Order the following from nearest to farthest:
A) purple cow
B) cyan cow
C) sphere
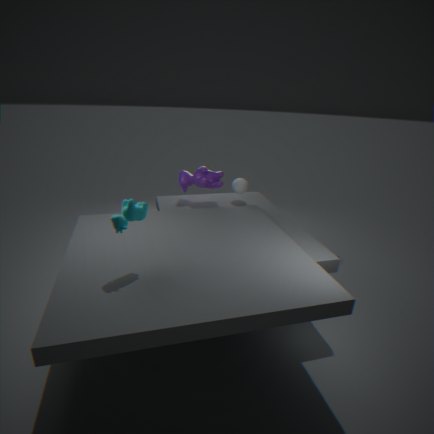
1. cyan cow
2. purple cow
3. sphere
